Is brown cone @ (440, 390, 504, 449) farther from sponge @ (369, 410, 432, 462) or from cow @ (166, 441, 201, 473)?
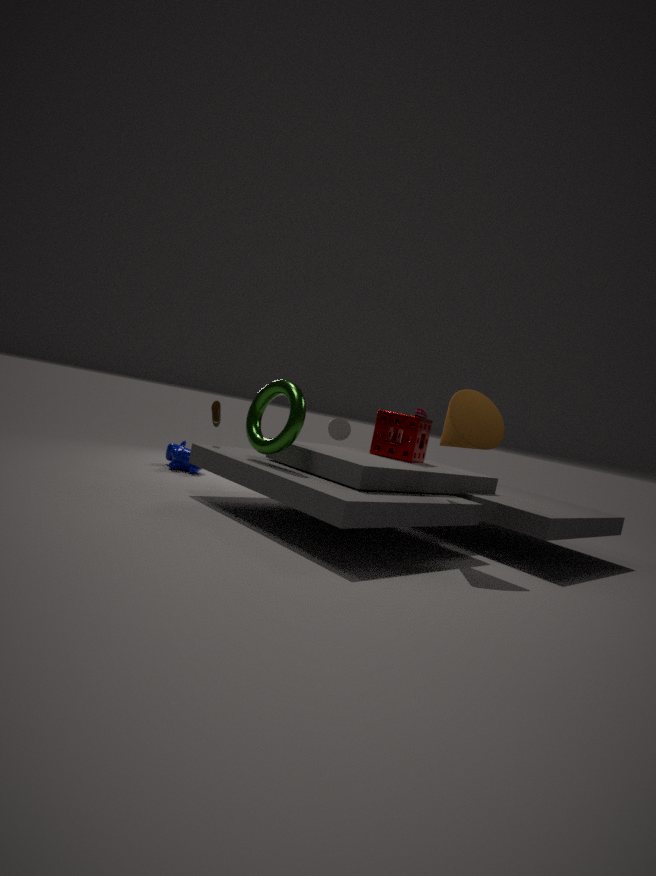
cow @ (166, 441, 201, 473)
